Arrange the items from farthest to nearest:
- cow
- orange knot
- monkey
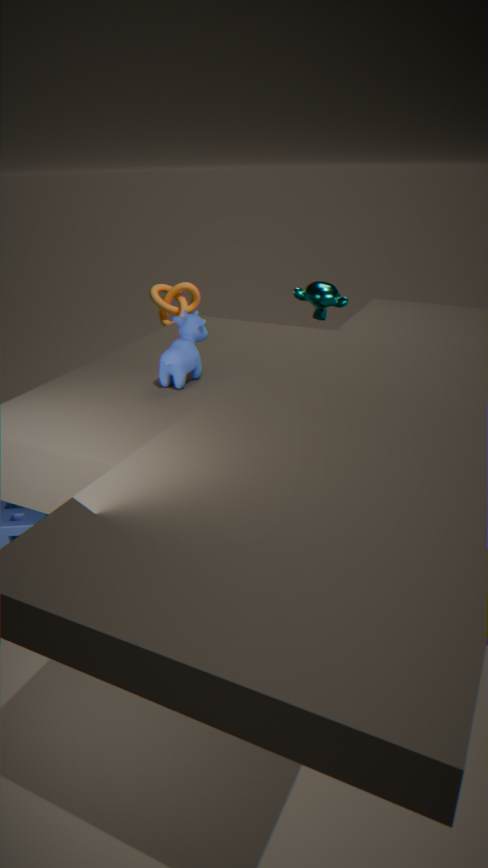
orange knot, monkey, cow
